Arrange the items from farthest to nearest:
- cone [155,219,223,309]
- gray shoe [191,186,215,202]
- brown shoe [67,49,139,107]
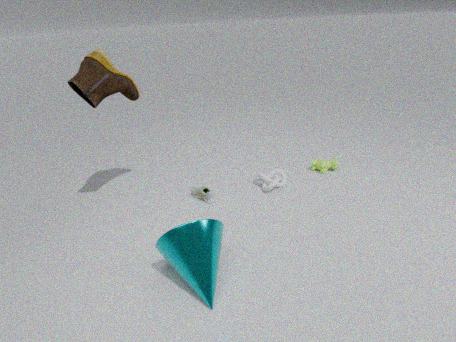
gray shoe [191,186,215,202]
brown shoe [67,49,139,107]
cone [155,219,223,309]
